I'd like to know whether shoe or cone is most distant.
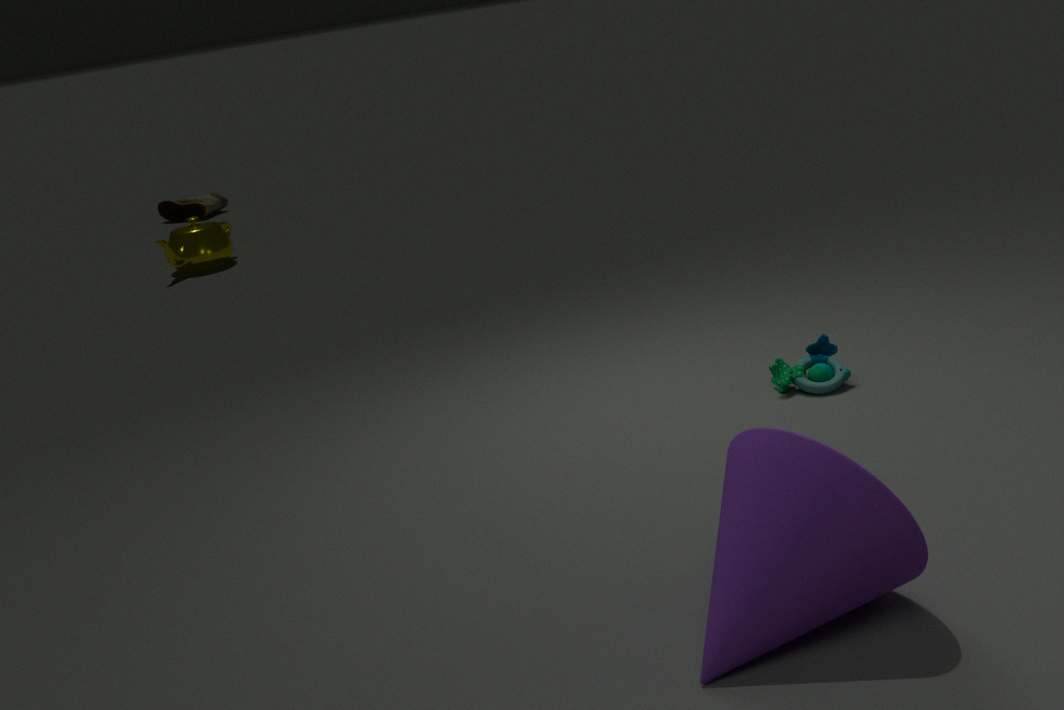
shoe
